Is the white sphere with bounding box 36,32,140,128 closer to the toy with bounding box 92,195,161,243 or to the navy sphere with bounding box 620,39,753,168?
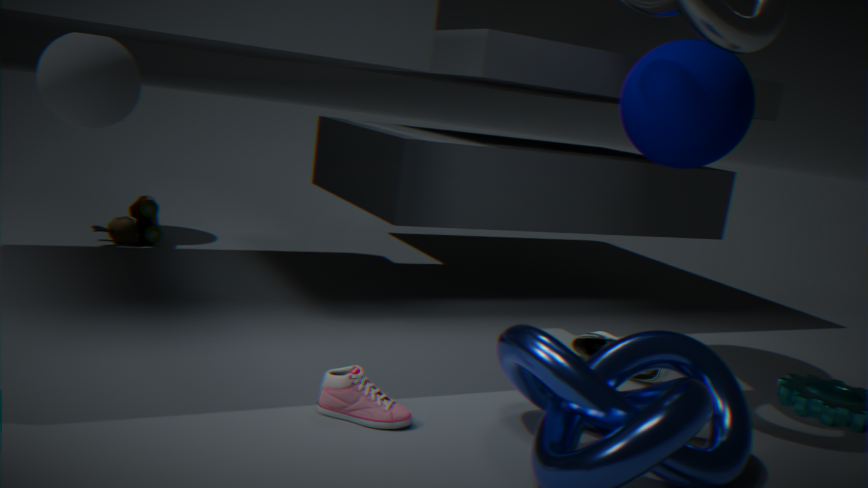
the toy with bounding box 92,195,161,243
